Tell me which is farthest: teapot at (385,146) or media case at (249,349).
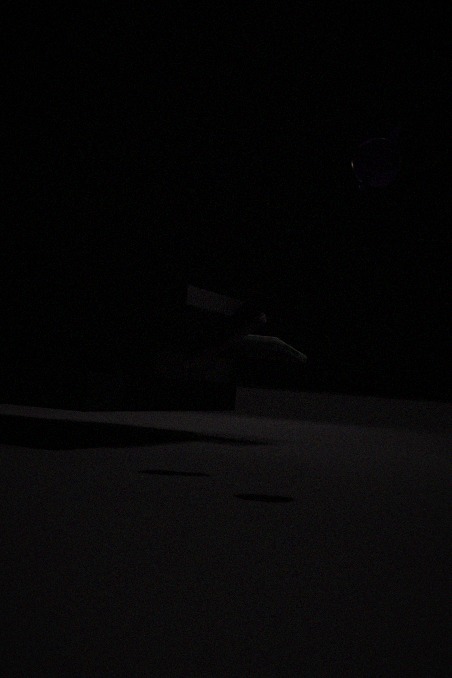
media case at (249,349)
